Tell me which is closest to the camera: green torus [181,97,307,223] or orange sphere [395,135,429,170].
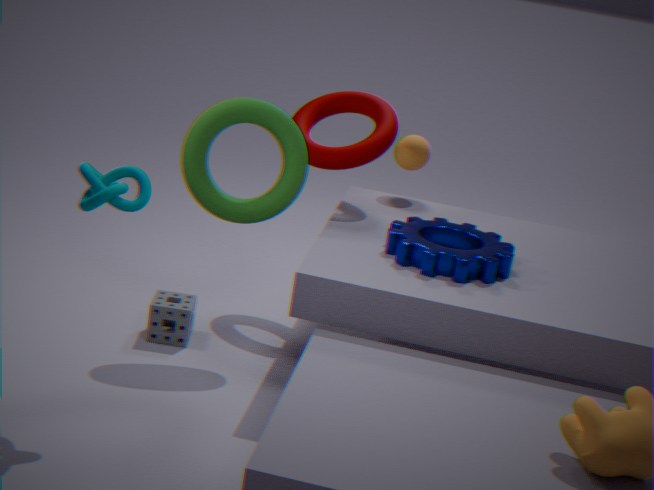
green torus [181,97,307,223]
